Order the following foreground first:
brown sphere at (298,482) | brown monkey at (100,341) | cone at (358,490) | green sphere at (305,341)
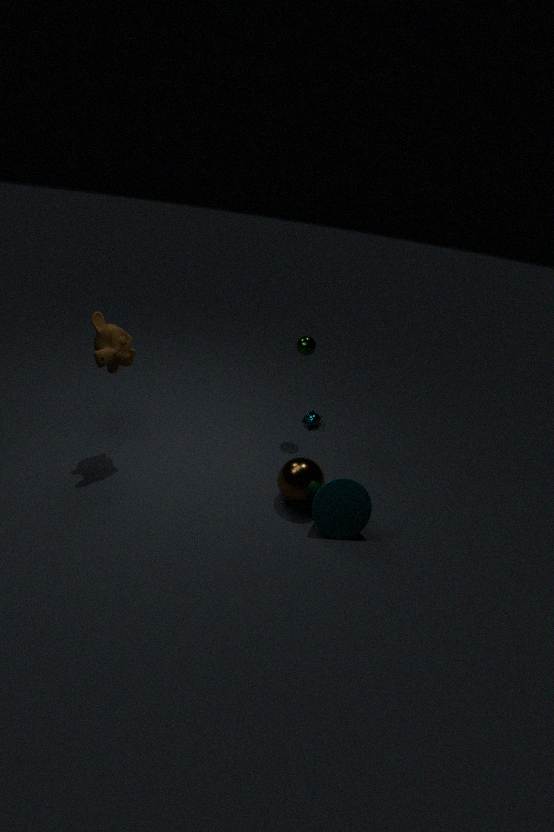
1. cone at (358,490)
2. brown sphere at (298,482)
3. brown monkey at (100,341)
4. green sphere at (305,341)
